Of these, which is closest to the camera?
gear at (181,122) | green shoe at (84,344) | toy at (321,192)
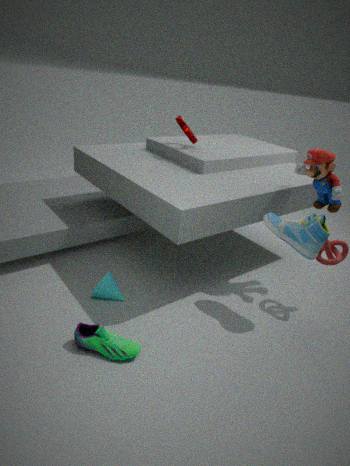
green shoe at (84,344)
